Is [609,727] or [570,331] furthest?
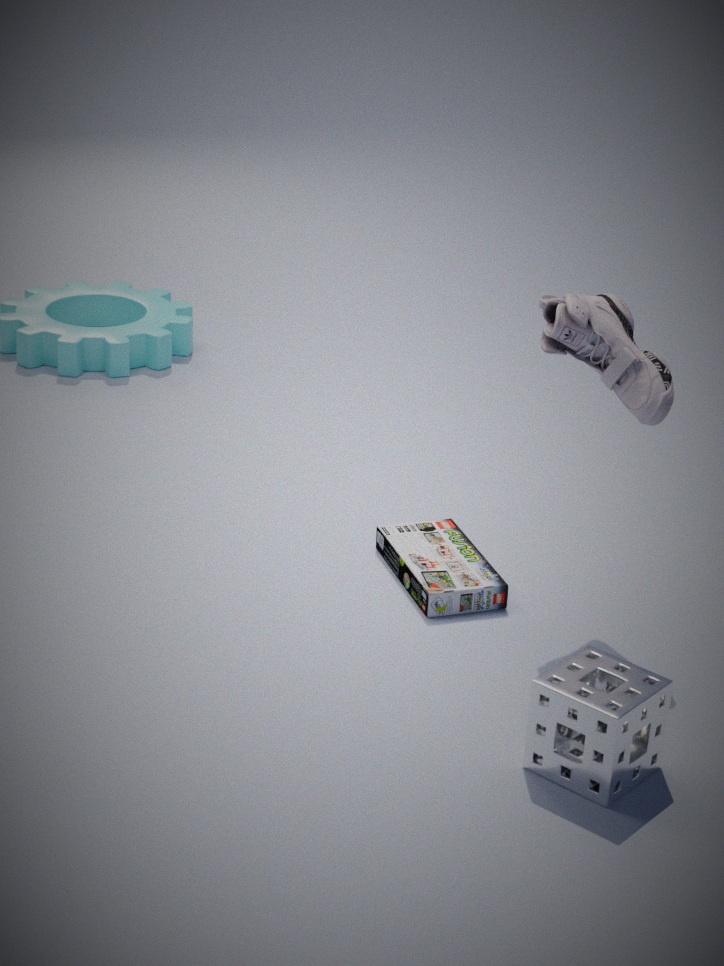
[570,331]
